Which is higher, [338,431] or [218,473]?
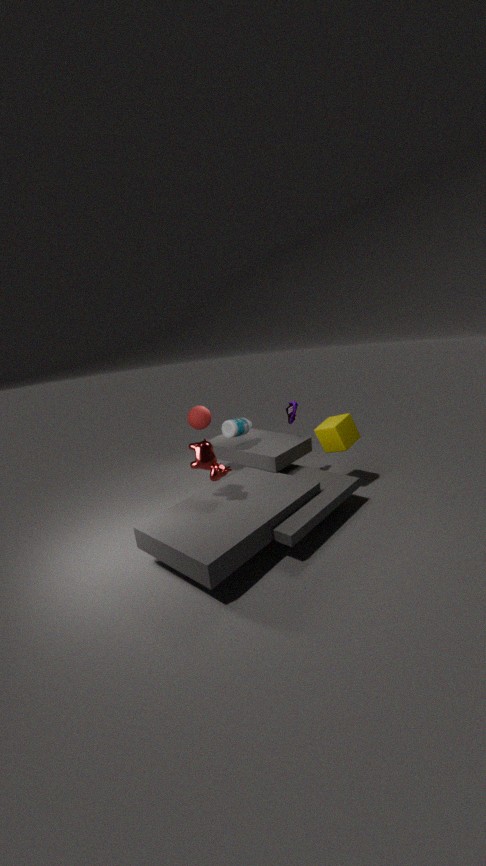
[218,473]
